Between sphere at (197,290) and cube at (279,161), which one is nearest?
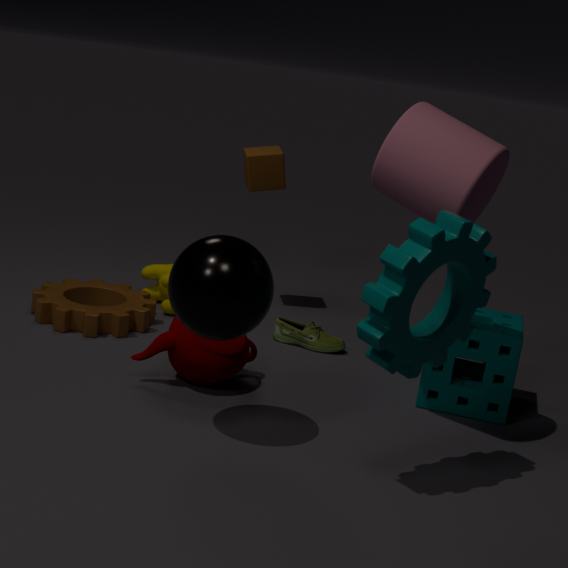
sphere at (197,290)
